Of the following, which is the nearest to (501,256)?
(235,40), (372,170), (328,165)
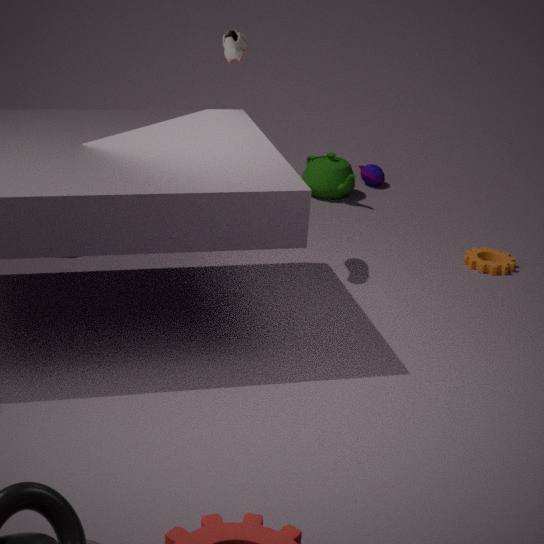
(328,165)
